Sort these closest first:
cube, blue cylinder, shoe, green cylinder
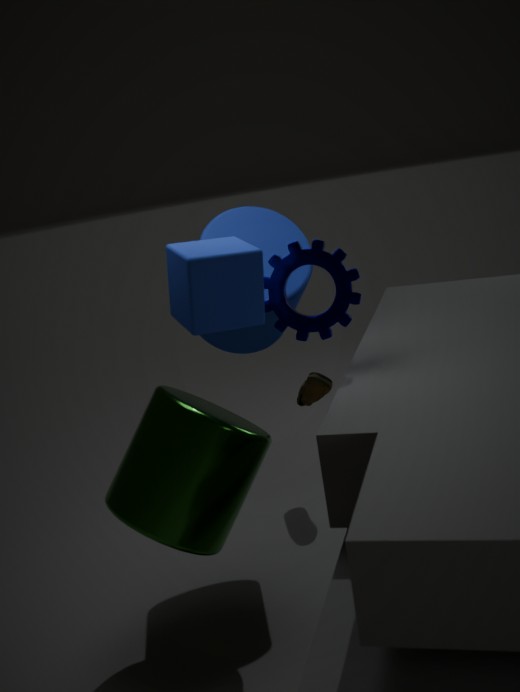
cube, green cylinder, blue cylinder, shoe
